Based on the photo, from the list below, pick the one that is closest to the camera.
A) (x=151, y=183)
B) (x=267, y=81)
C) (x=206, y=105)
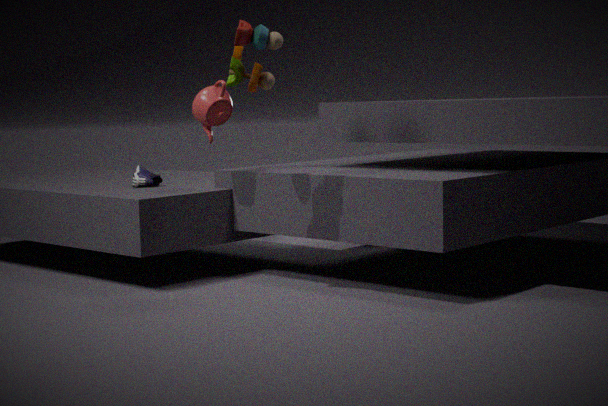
(x=267, y=81)
